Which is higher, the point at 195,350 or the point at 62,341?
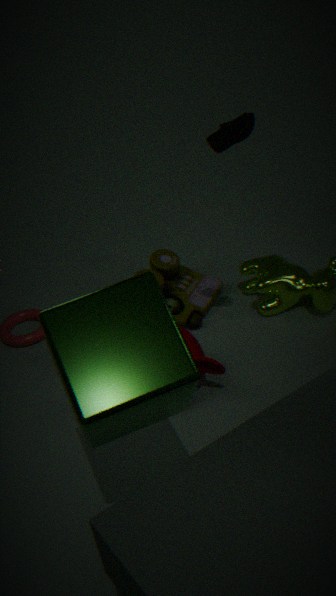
the point at 62,341
